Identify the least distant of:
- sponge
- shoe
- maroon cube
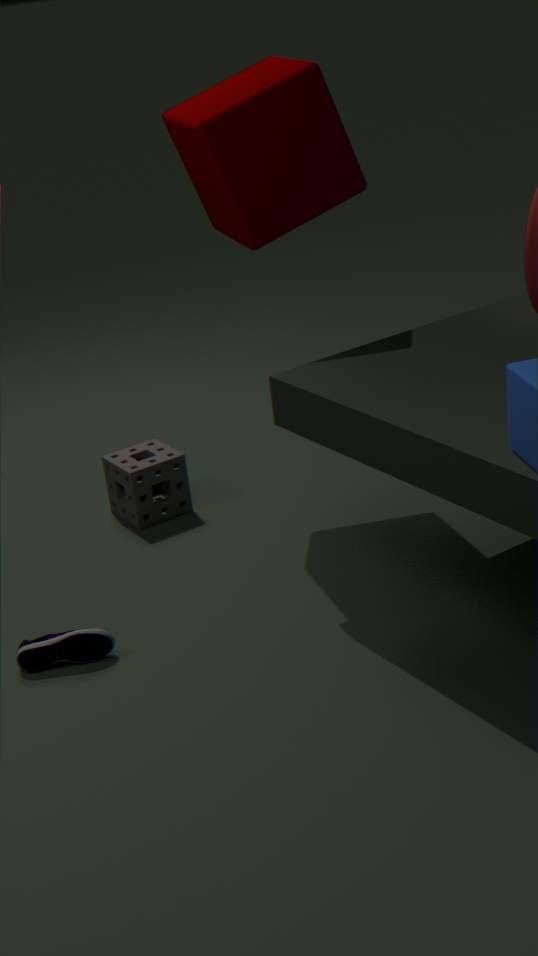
shoe
